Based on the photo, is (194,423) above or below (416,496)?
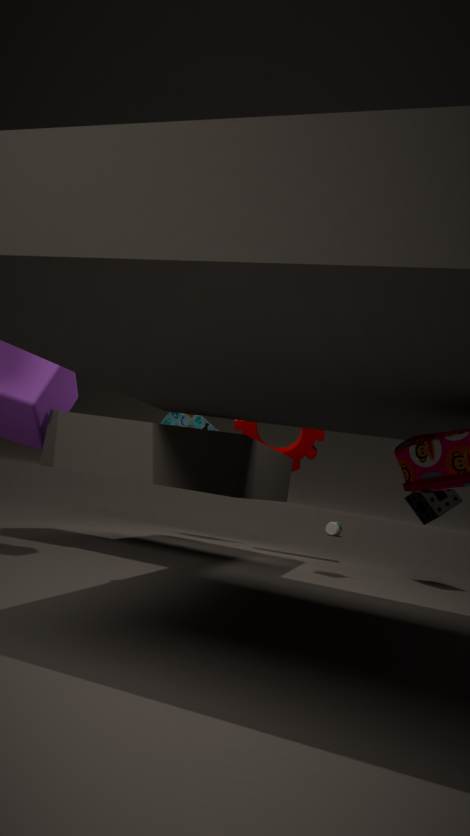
above
